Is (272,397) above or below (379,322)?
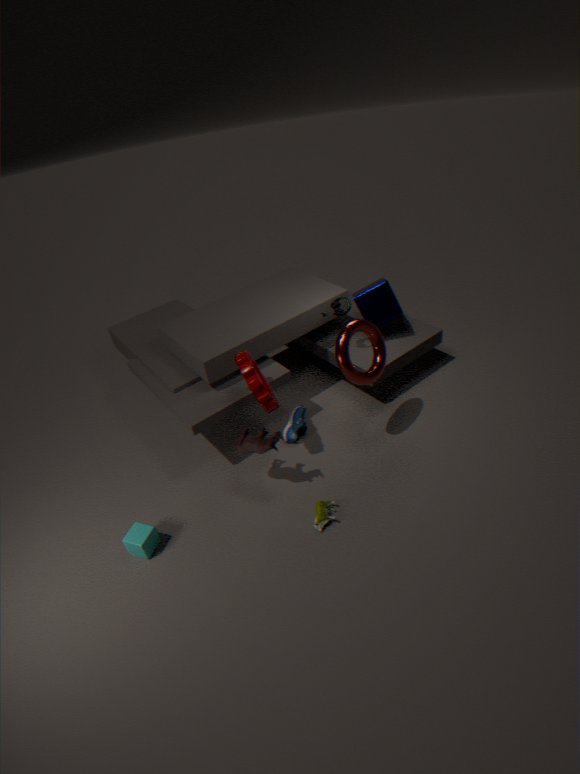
above
